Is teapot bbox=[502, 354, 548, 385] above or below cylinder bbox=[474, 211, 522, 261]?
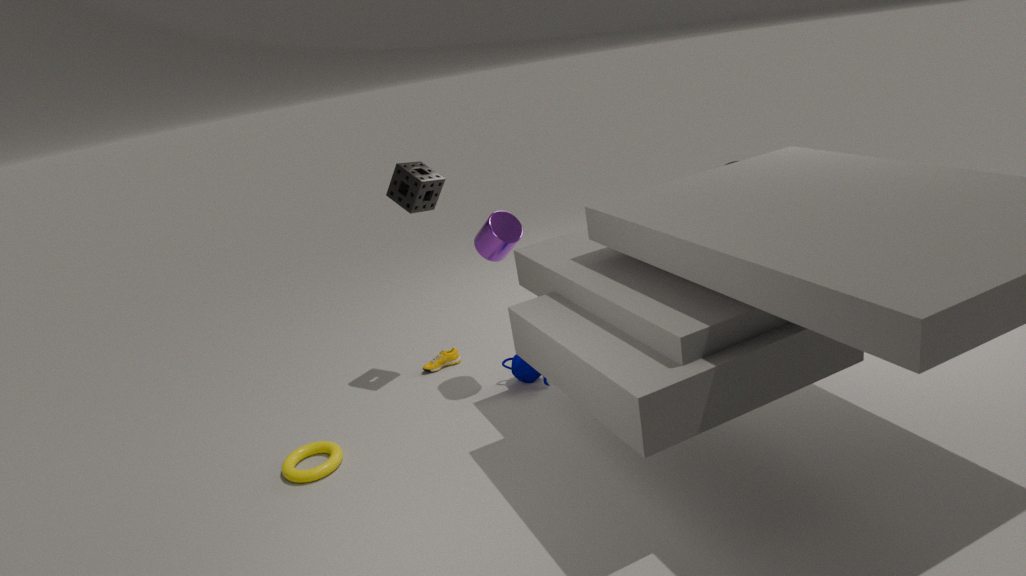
below
